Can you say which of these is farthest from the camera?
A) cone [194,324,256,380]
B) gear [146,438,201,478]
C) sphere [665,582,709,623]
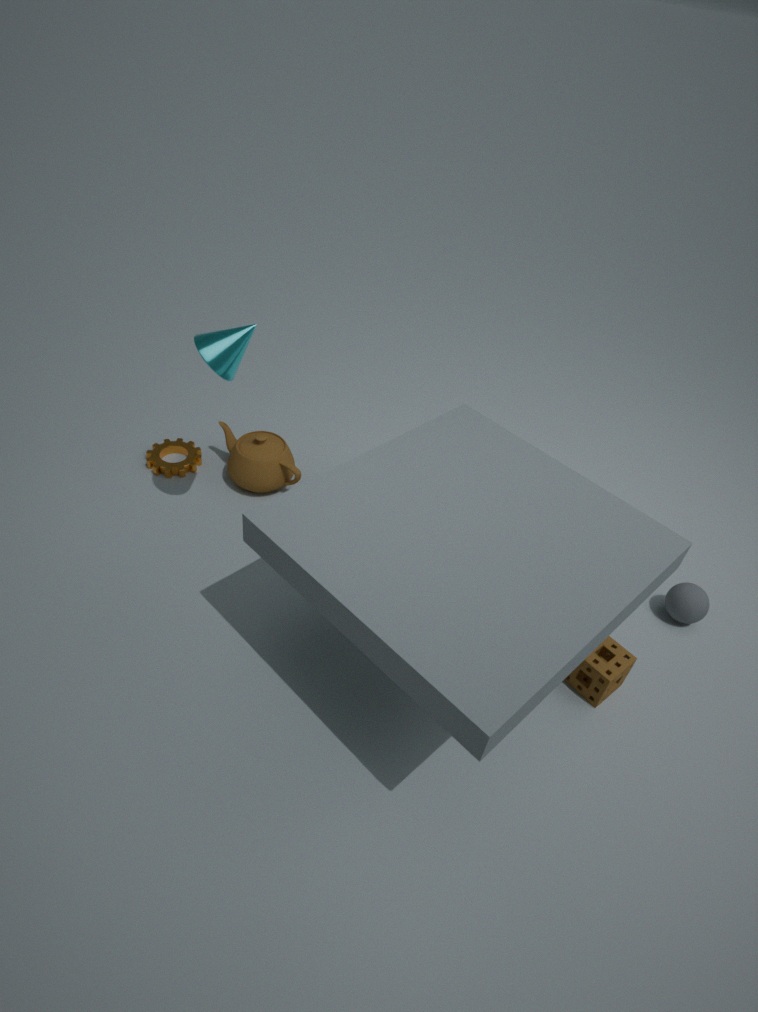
gear [146,438,201,478]
